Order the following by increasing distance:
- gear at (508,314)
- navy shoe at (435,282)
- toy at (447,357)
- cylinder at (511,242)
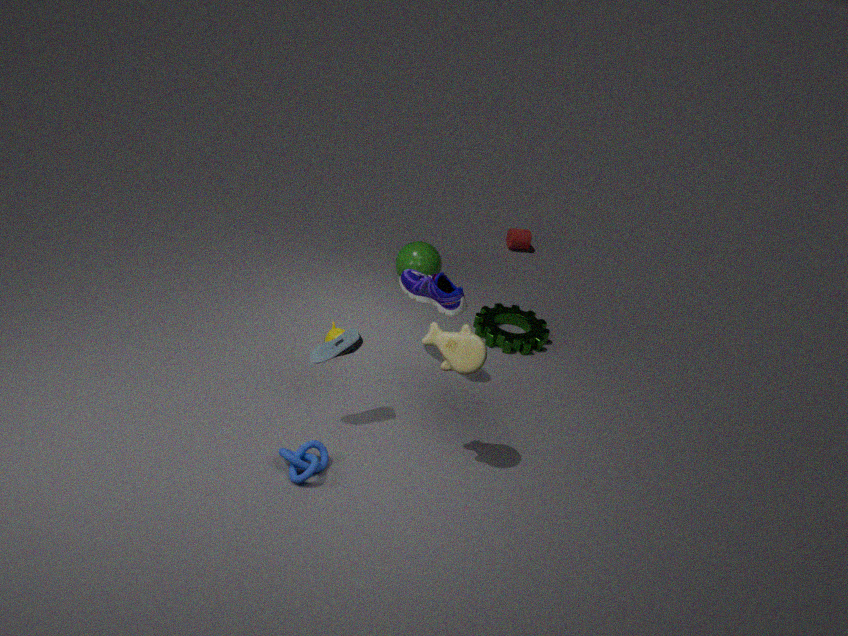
toy at (447,357)
navy shoe at (435,282)
gear at (508,314)
cylinder at (511,242)
